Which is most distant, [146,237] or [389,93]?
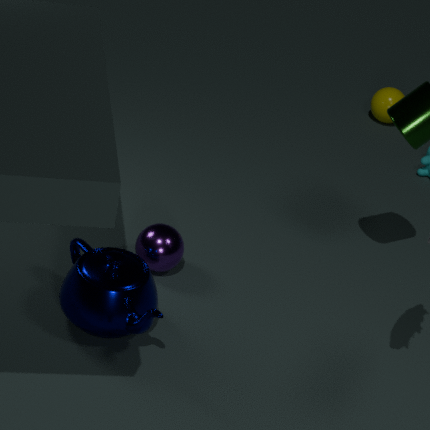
[389,93]
